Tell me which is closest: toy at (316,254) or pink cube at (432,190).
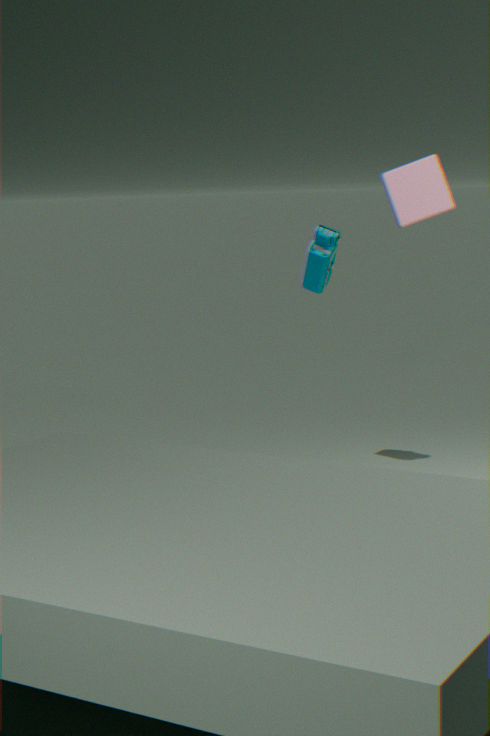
pink cube at (432,190)
